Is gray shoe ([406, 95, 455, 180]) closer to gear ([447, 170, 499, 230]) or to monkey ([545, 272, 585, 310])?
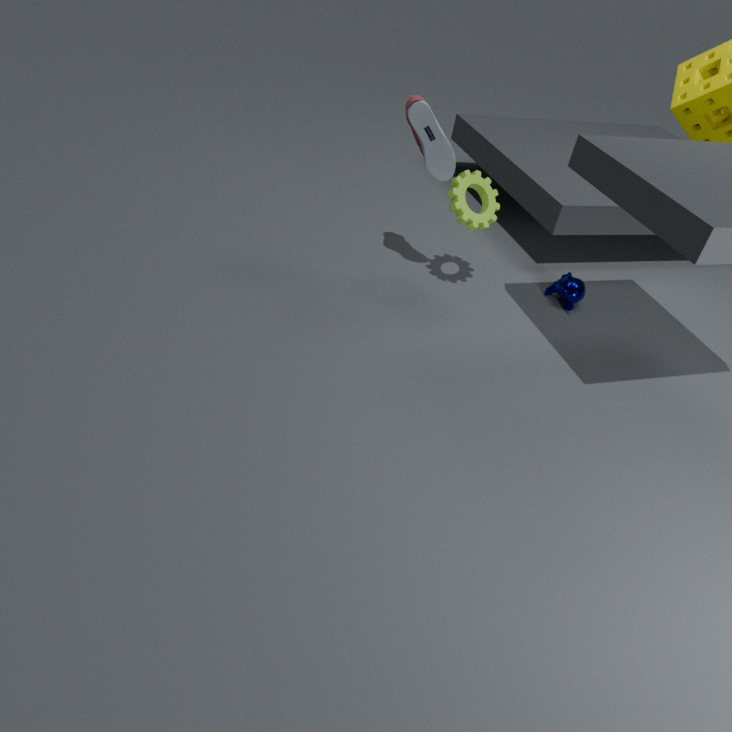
gear ([447, 170, 499, 230])
